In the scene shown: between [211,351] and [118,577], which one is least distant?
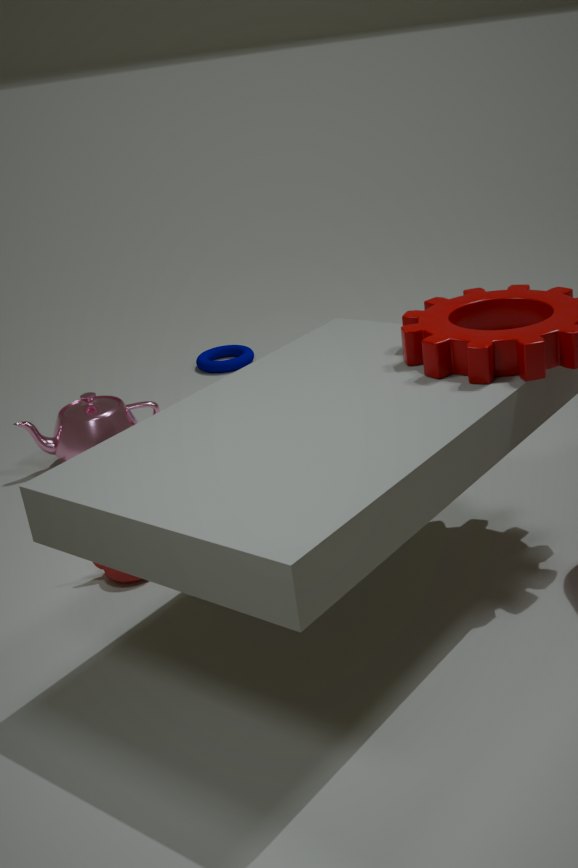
[118,577]
